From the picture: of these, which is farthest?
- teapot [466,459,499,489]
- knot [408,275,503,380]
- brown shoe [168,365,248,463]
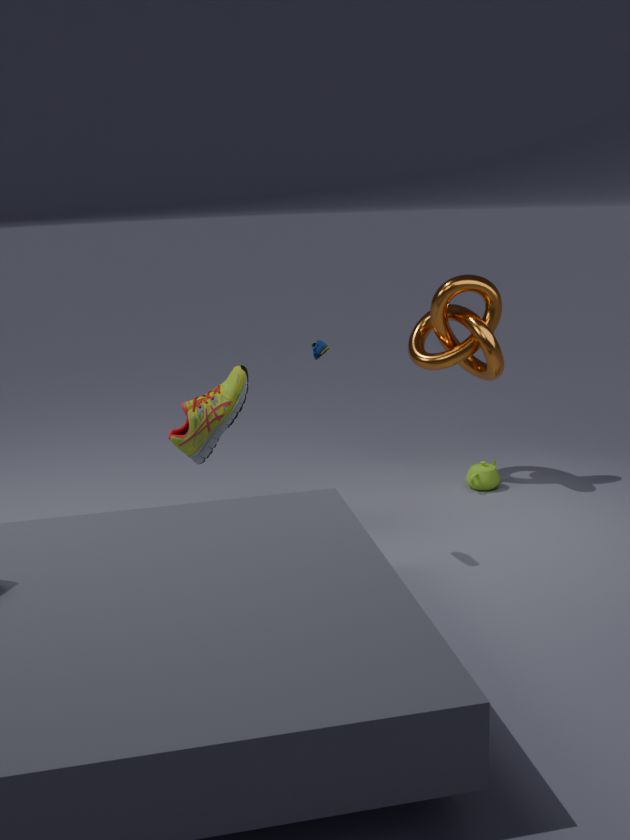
teapot [466,459,499,489]
